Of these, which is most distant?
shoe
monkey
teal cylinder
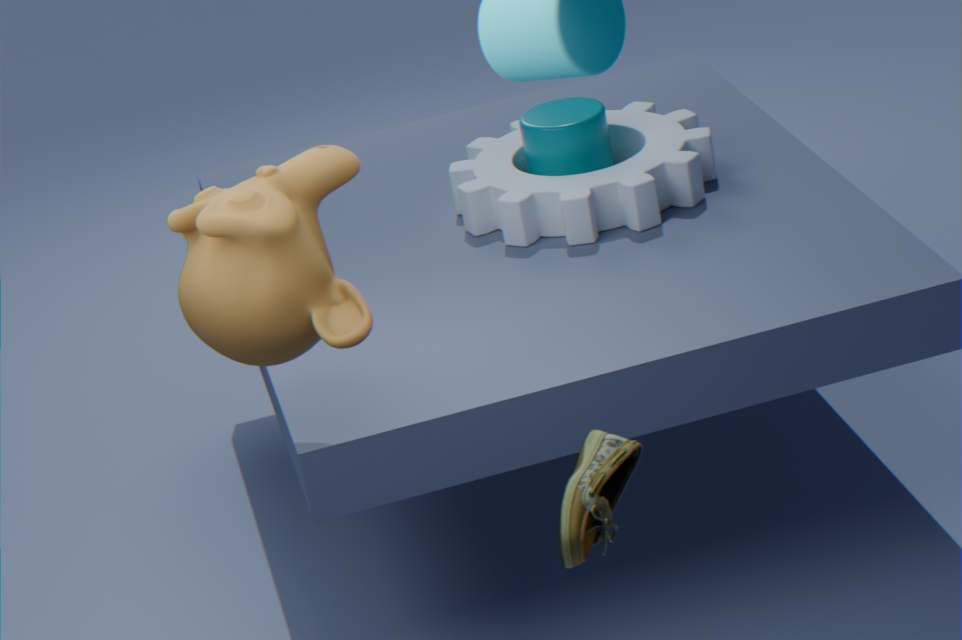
teal cylinder
